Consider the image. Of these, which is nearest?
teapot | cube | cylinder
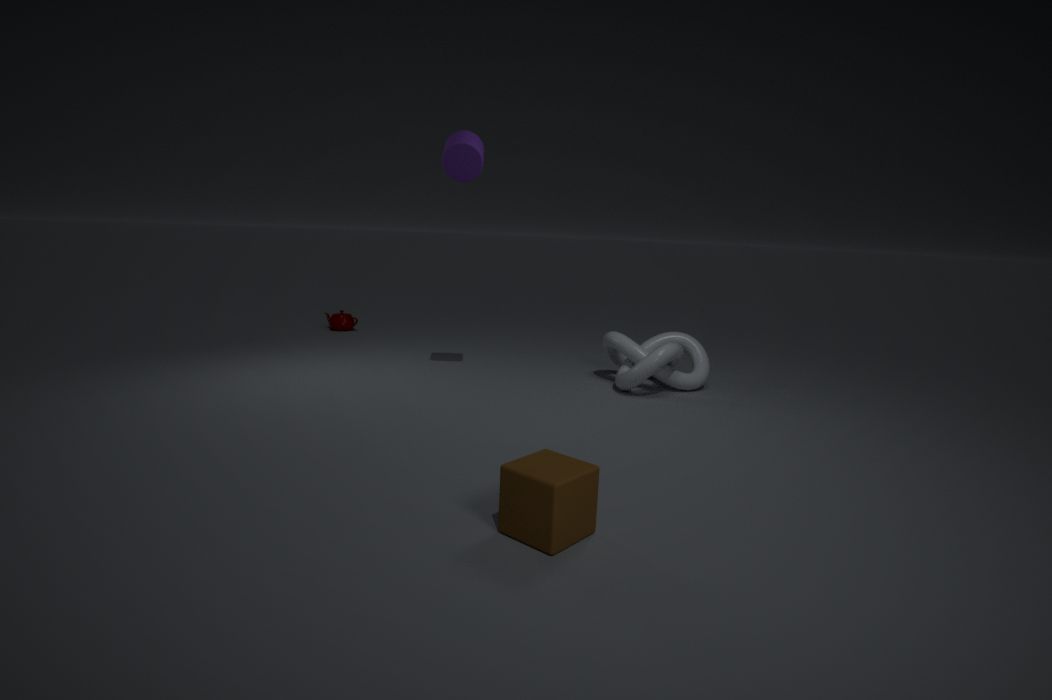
cube
